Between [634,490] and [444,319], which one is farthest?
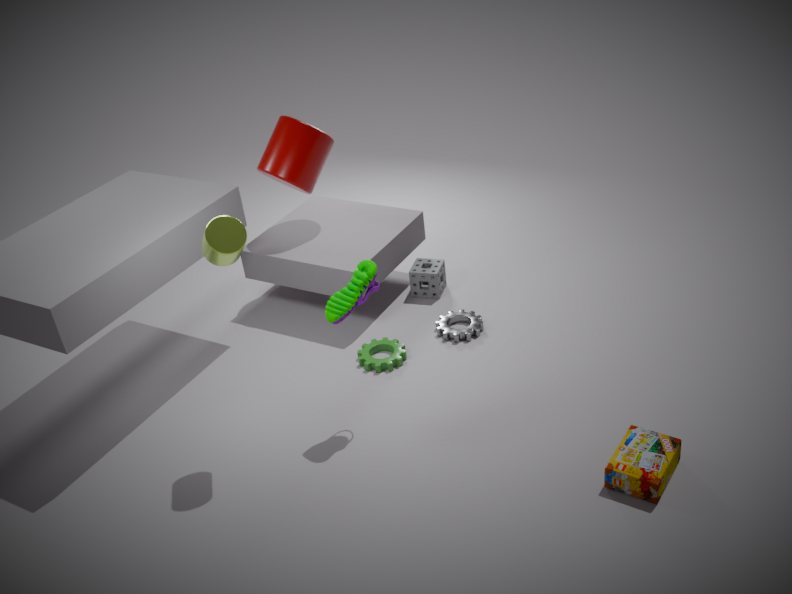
[444,319]
